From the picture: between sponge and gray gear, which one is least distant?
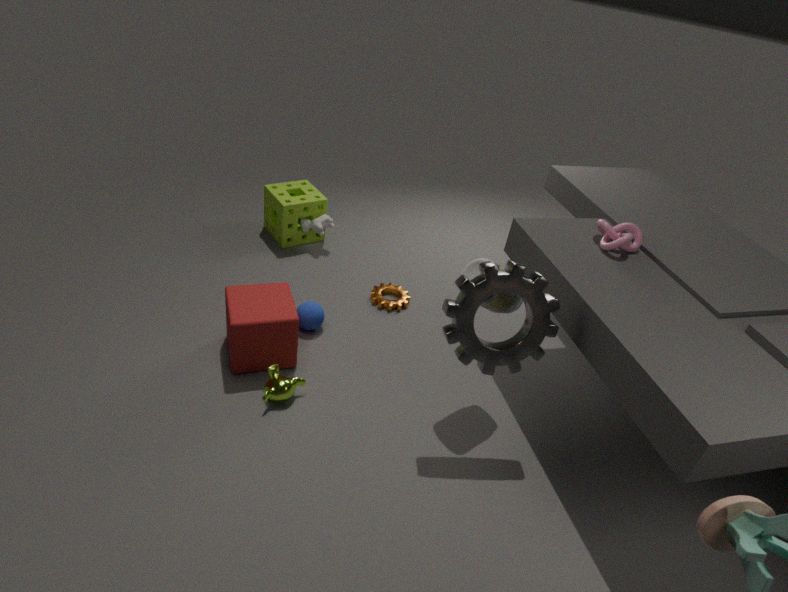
gray gear
